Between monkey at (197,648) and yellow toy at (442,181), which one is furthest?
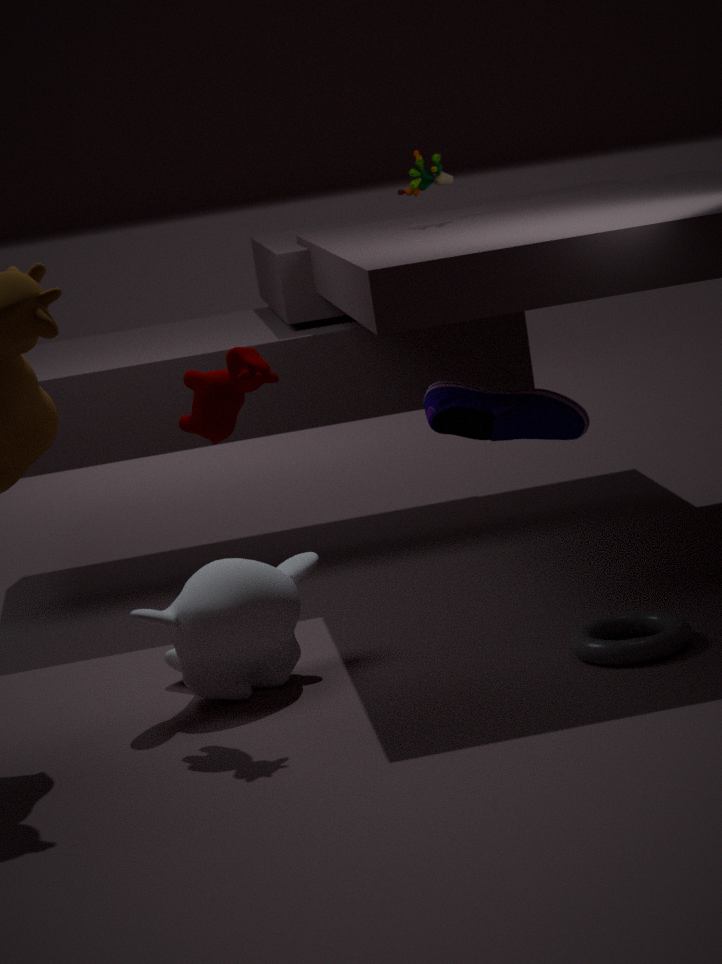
yellow toy at (442,181)
